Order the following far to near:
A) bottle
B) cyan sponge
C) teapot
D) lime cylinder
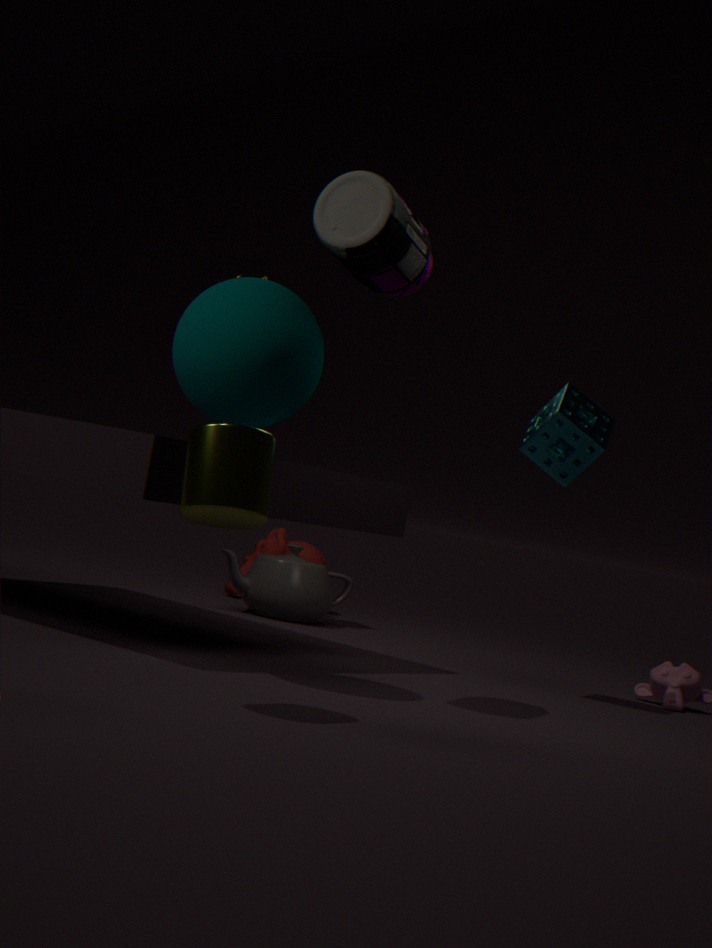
teapot → cyan sponge → bottle → lime cylinder
